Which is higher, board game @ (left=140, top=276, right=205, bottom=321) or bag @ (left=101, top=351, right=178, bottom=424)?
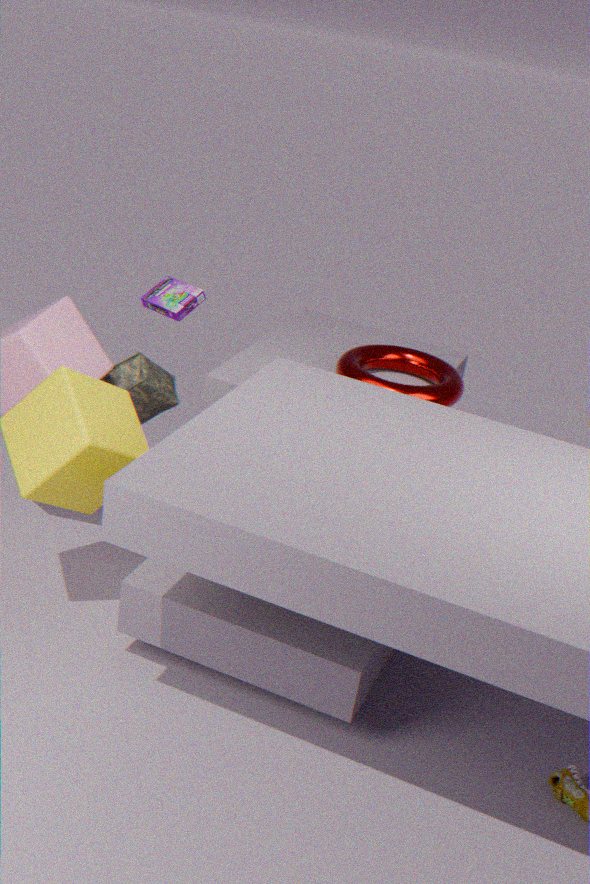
board game @ (left=140, top=276, right=205, bottom=321)
